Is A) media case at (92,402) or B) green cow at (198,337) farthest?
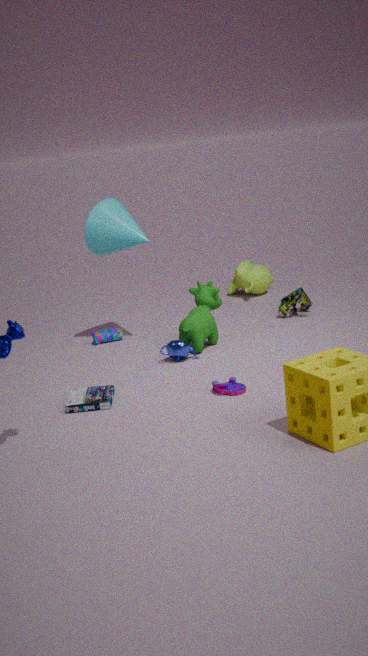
B. green cow at (198,337)
